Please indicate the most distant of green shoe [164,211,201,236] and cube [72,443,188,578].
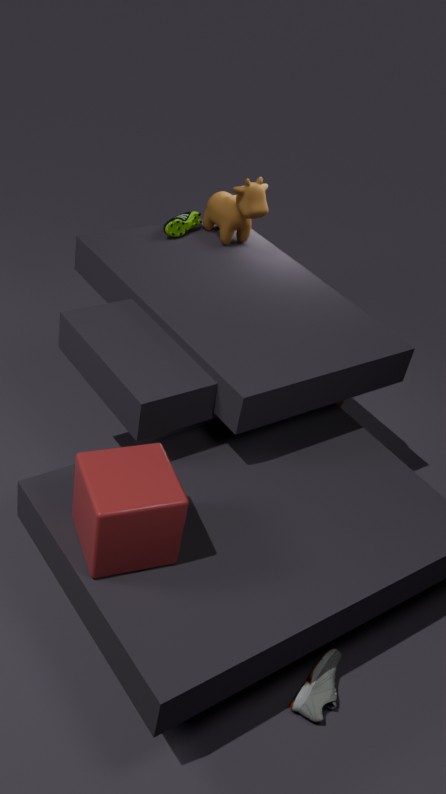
green shoe [164,211,201,236]
